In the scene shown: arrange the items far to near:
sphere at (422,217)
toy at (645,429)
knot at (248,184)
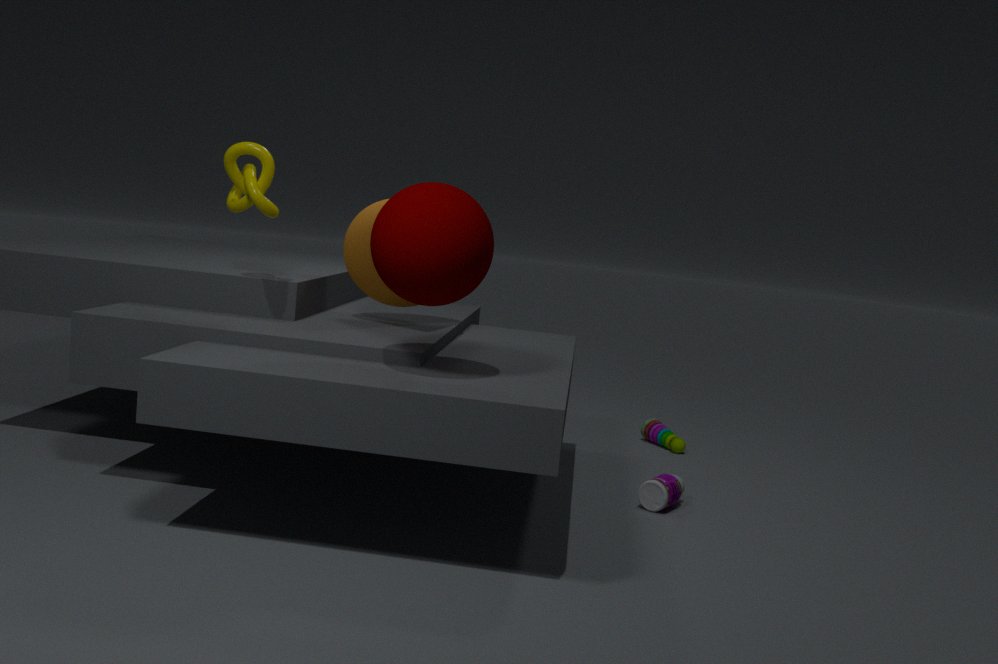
toy at (645,429), knot at (248,184), sphere at (422,217)
